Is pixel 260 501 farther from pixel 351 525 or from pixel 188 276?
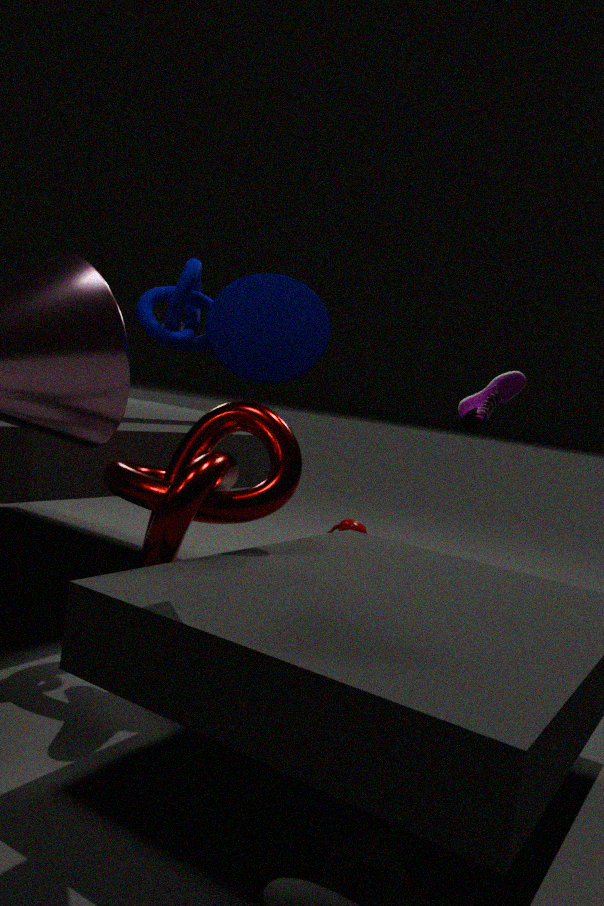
pixel 351 525
